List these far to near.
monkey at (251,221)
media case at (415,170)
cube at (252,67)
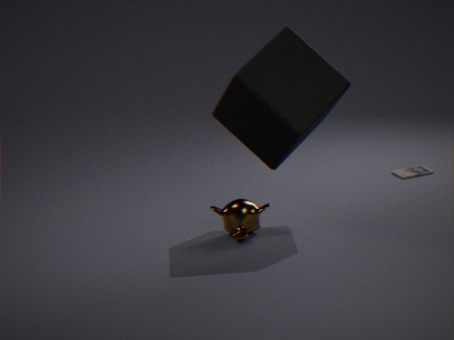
media case at (415,170) → monkey at (251,221) → cube at (252,67)
